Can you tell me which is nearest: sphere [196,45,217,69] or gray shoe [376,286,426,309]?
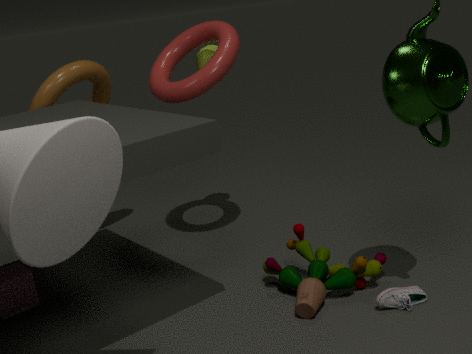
gray shoe [376,286,426,309]
